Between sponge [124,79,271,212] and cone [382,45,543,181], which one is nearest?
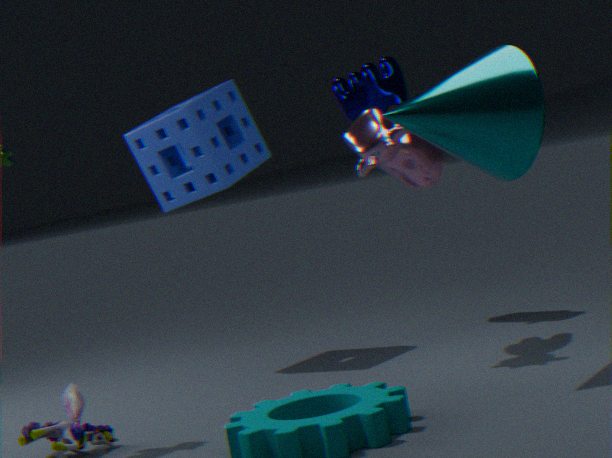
cone [382,45,543,181]
